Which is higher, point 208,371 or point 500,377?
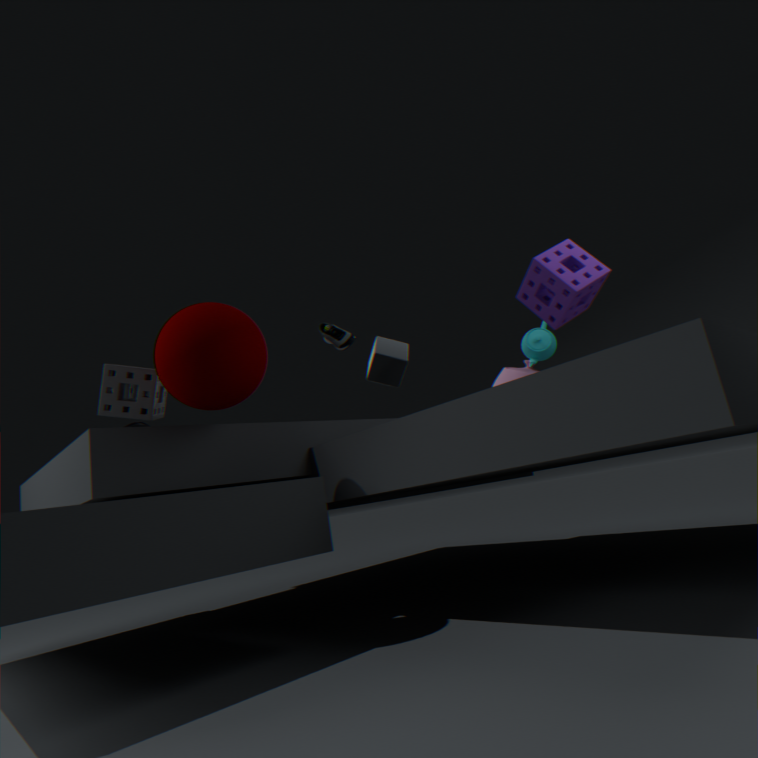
point 208,371
